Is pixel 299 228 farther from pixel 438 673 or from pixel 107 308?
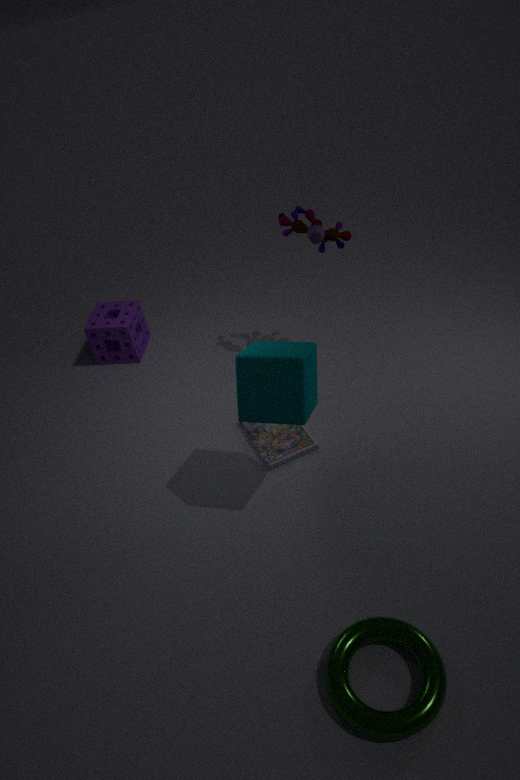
pixel 438 673
